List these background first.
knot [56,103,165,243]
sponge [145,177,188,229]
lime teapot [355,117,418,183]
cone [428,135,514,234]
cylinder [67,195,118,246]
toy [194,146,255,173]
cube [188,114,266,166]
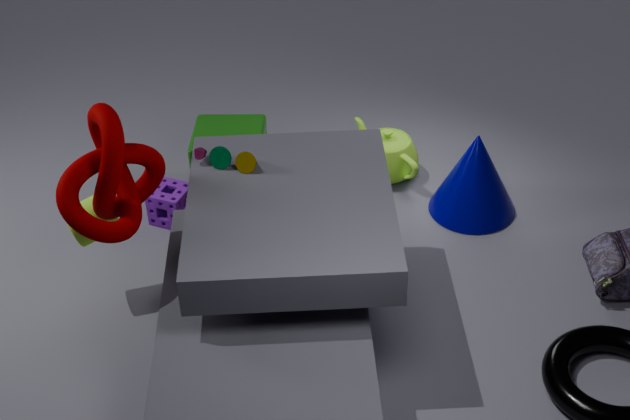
1. lime teapot [355,117,418,183]
2. cube [188,114,266,166]
3. sponge [145,177,188,229]
4. cone [428,135,514,234]
5. cylinder [67,195,118,246]
6. toy [194,146,255,173]
7. knot [56,103,165,243]
